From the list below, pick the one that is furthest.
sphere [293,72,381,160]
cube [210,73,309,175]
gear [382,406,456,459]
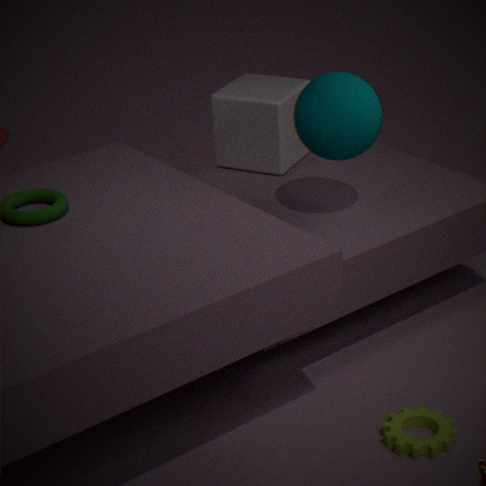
cube [210,73,309,175]
